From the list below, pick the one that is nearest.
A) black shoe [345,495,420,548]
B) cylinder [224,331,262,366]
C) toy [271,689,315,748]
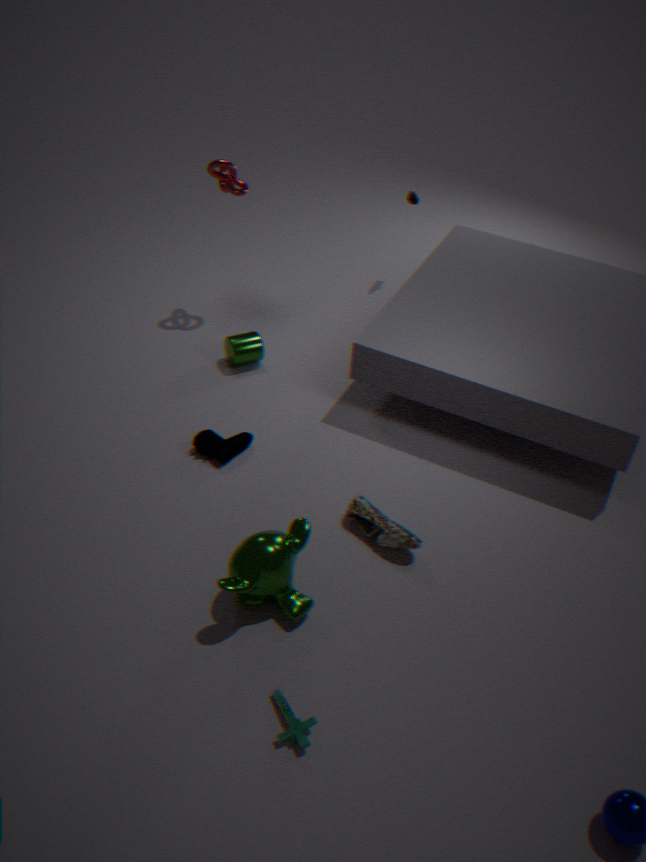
toy [271,689,315,748]
